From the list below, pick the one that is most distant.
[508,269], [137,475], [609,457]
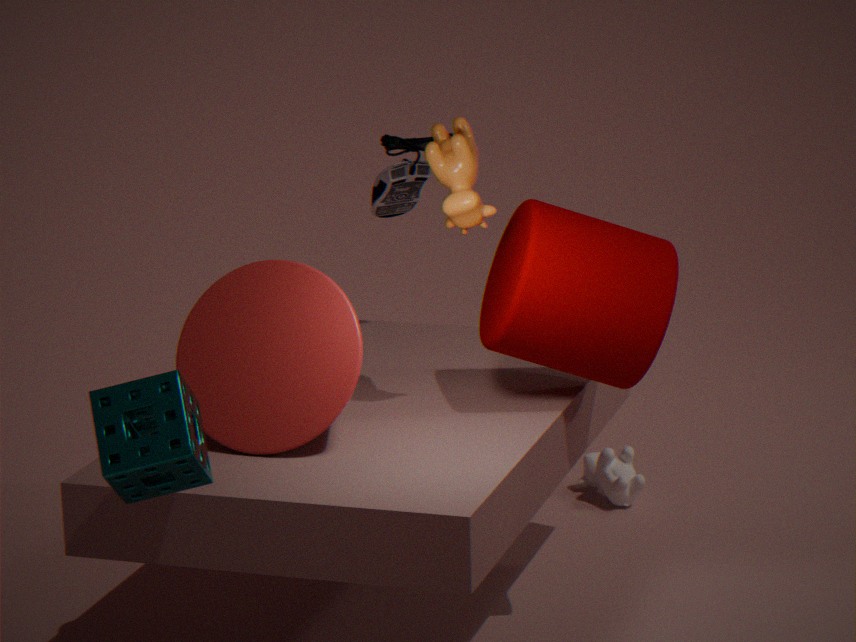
[609,457]
